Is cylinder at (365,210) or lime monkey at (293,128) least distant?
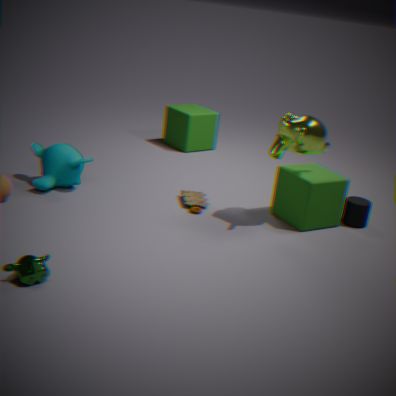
lime monkey at (293,128)
